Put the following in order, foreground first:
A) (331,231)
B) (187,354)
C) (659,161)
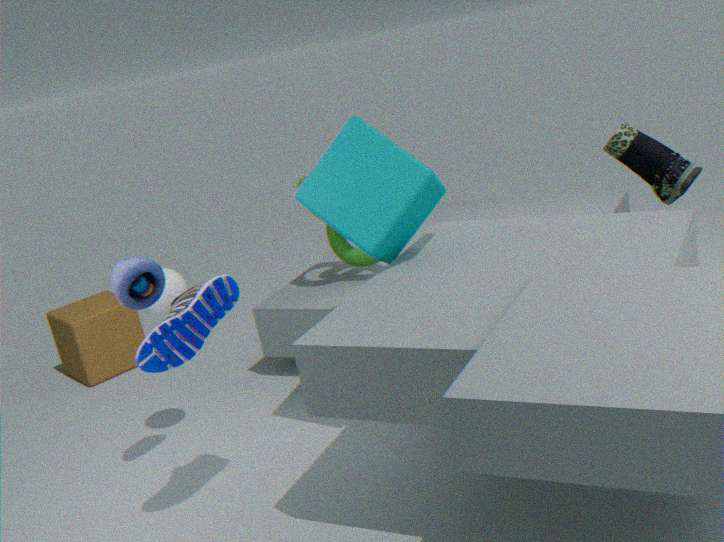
(187,354) → (659,161) → (331,231)
